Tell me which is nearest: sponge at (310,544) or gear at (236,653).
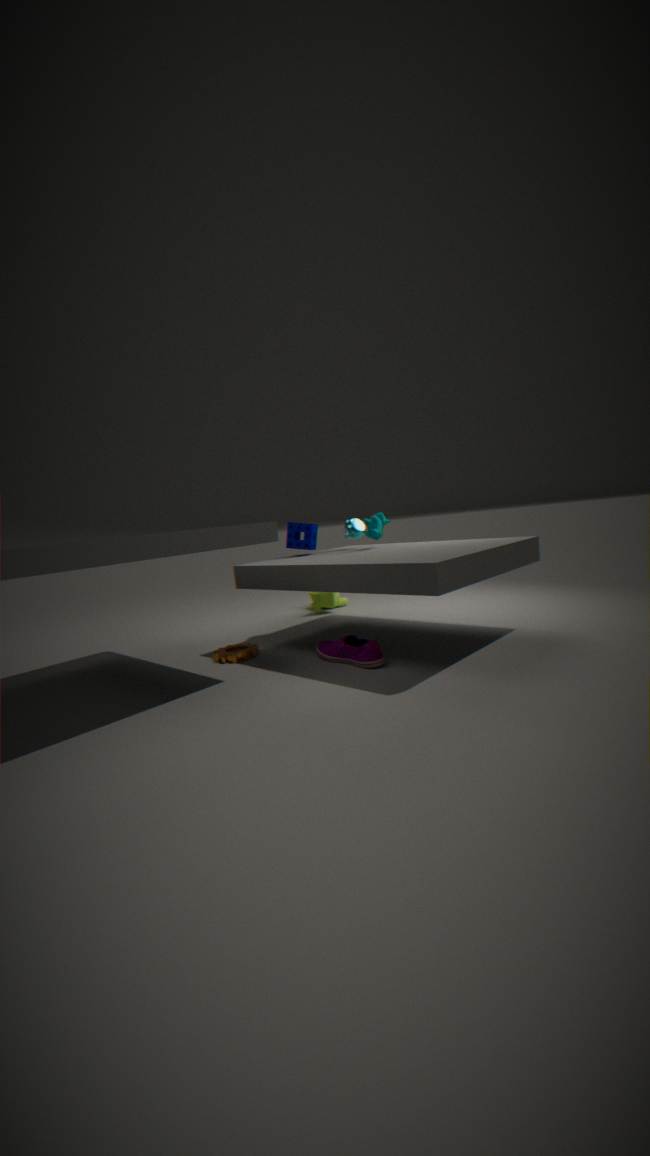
gear at (236,653)
